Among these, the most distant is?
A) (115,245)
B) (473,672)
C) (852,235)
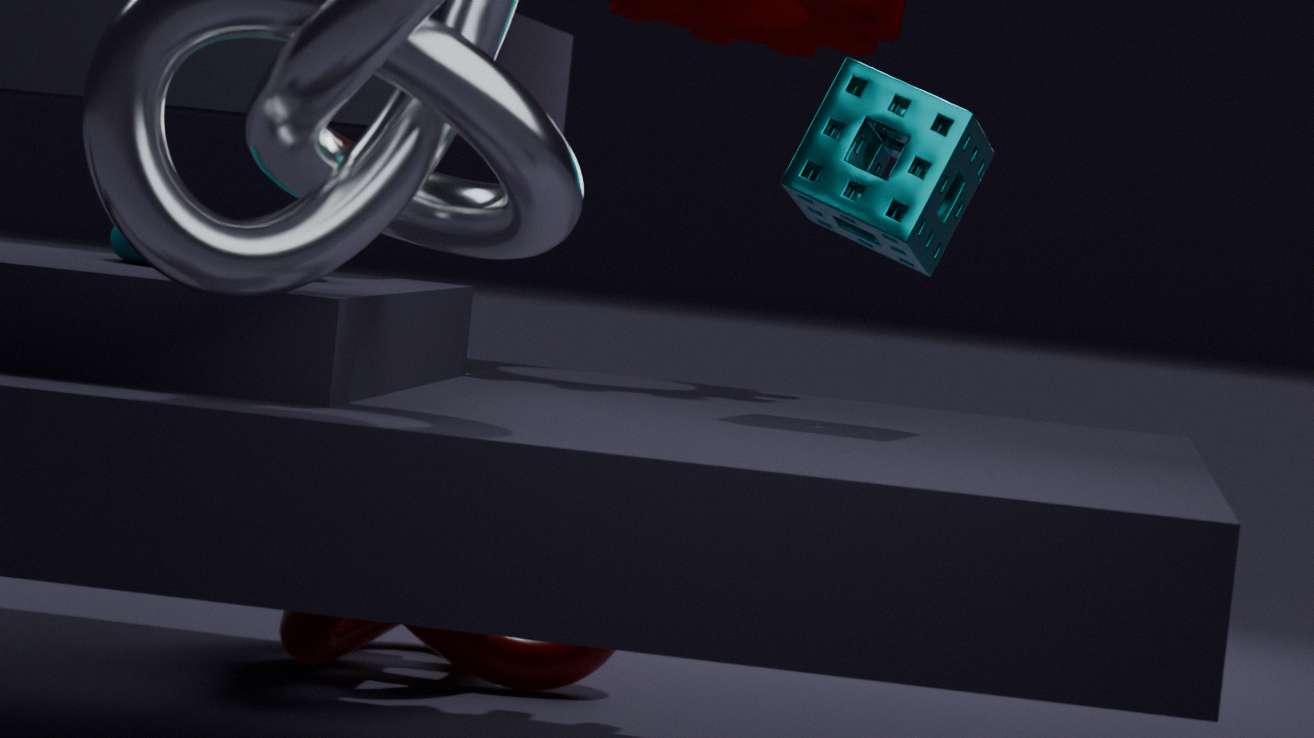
(473,672)
